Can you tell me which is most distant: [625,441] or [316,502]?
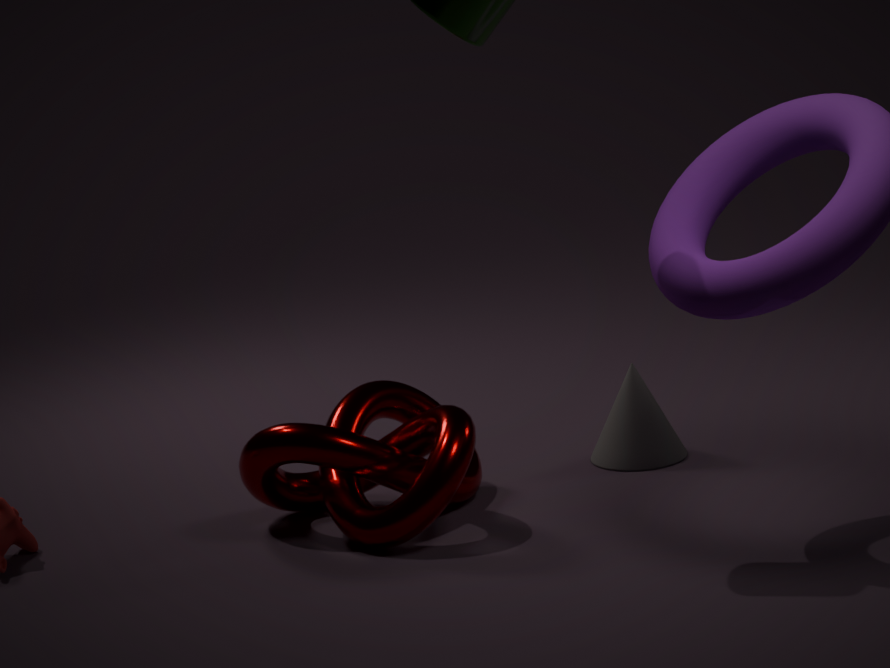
[625,441]
